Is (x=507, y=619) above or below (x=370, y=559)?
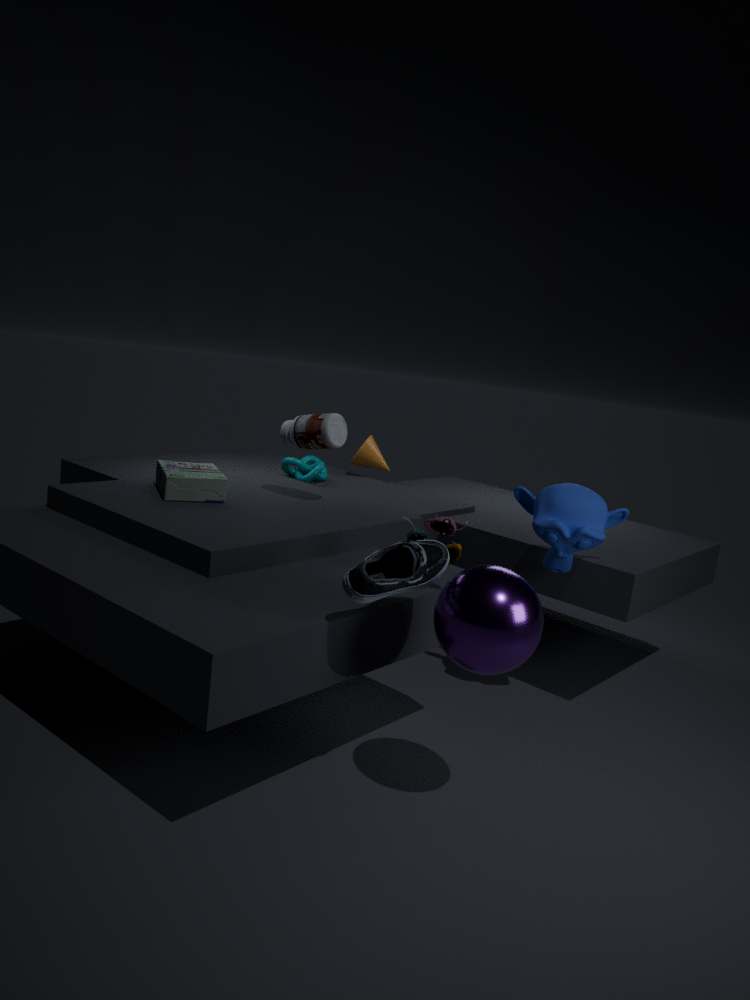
below
